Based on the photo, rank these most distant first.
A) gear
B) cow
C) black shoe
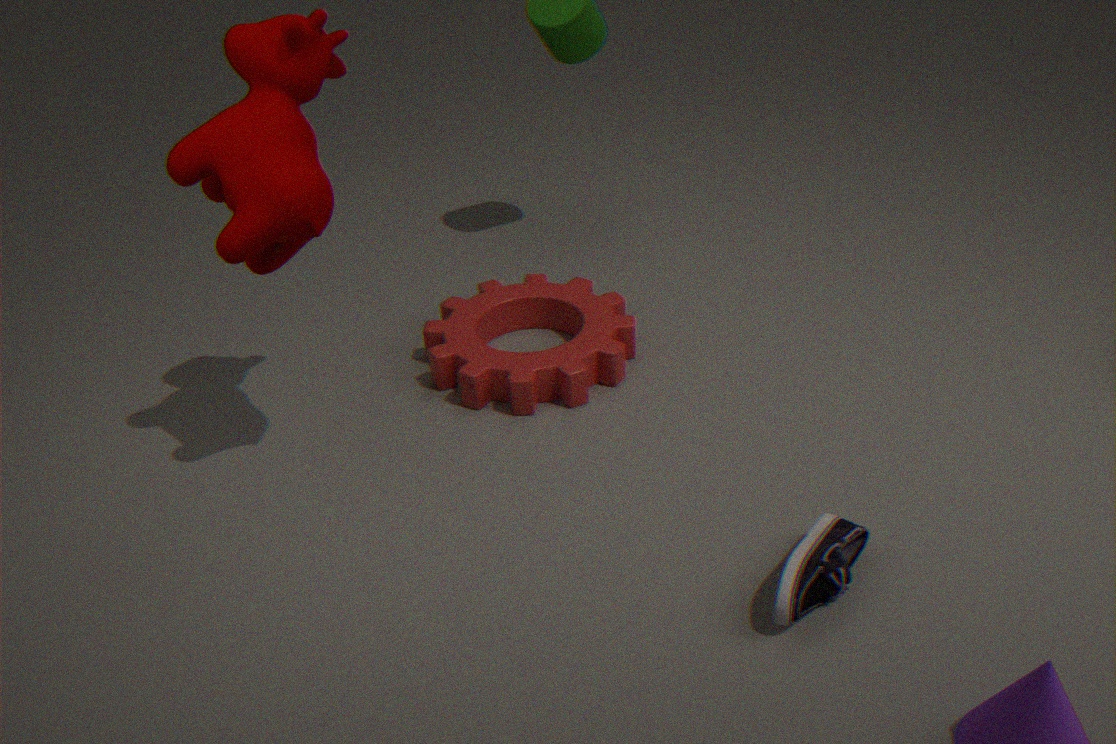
gear → cow → black shoe
